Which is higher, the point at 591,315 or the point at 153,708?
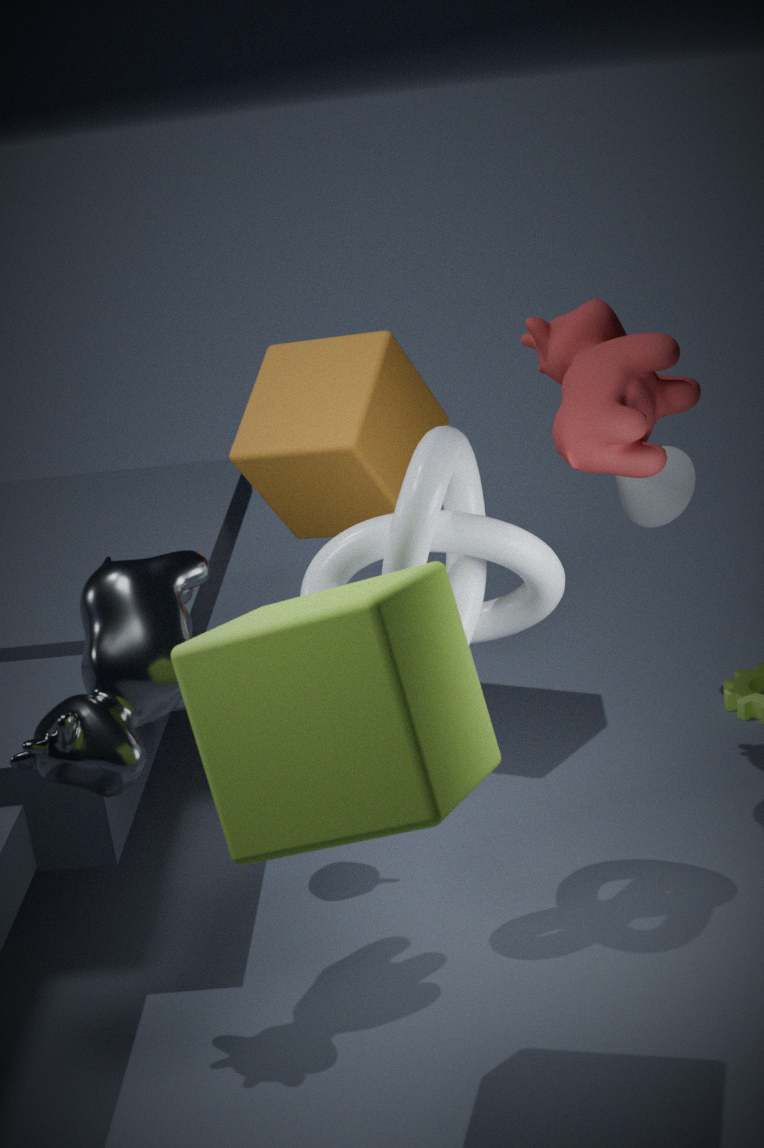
the point at 591,315
